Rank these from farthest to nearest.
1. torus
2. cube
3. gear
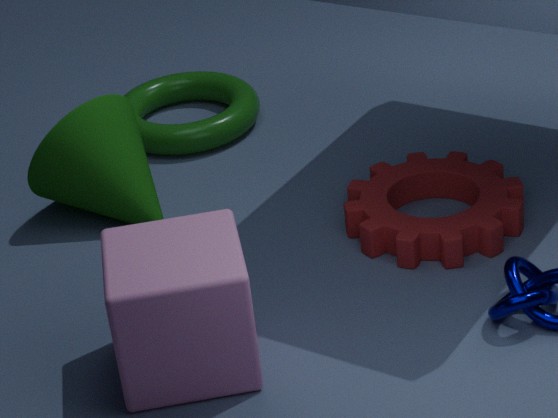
torus → gear → cube
